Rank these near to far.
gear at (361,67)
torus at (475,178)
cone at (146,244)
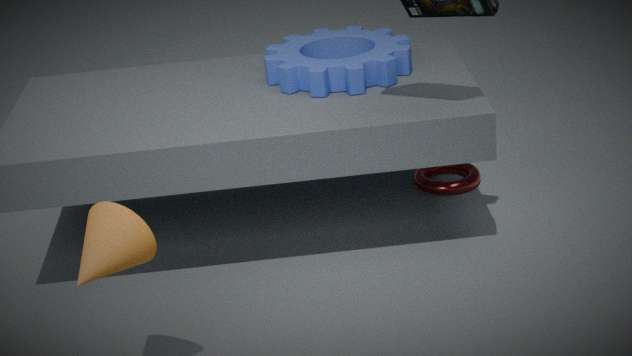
1. cone at (146,244)
2. gear at (361,67)
3. torus at (475,178)
